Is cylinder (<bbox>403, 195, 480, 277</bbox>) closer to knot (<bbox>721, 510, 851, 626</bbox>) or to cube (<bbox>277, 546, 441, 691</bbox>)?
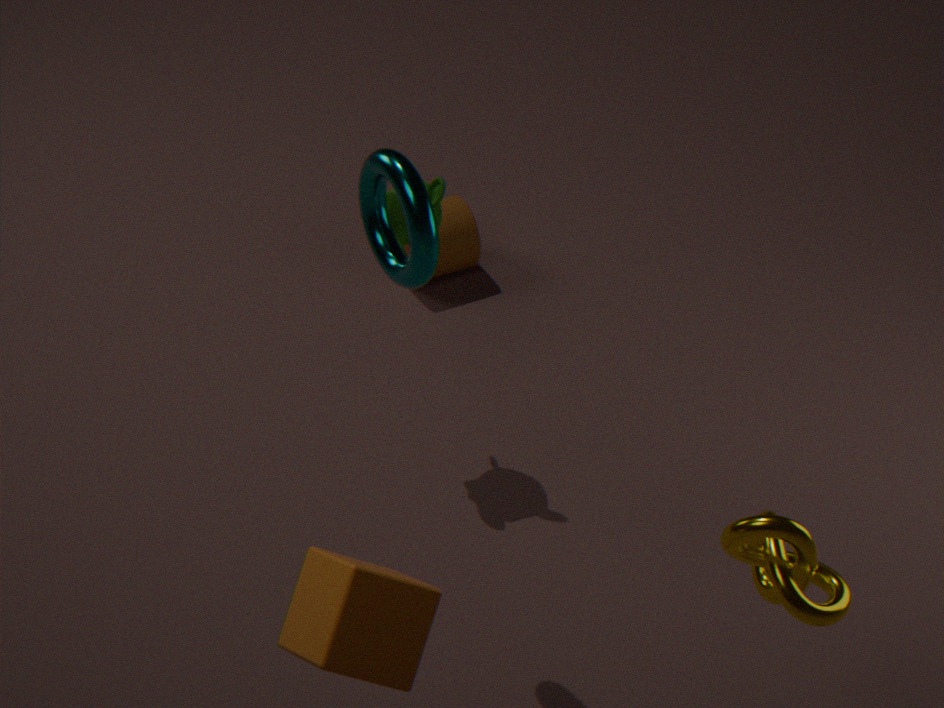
knot (<bbox>721, 510, 851, 626</bbox>)
